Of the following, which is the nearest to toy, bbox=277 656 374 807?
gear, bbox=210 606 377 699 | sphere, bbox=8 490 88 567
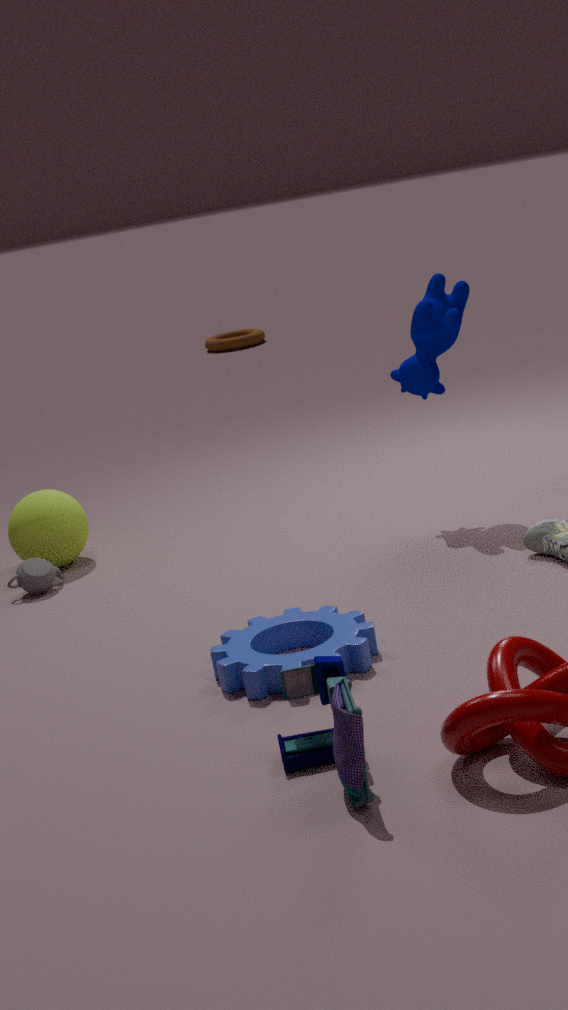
gear, bbox=210 606 377 699
